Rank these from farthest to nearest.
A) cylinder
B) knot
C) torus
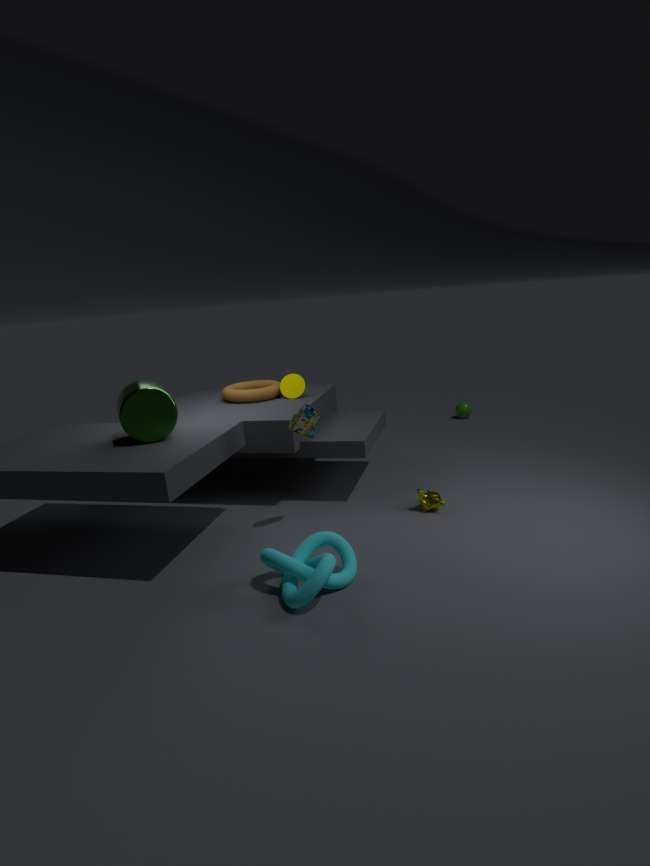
1. torus
2. cylinder
3. knot
